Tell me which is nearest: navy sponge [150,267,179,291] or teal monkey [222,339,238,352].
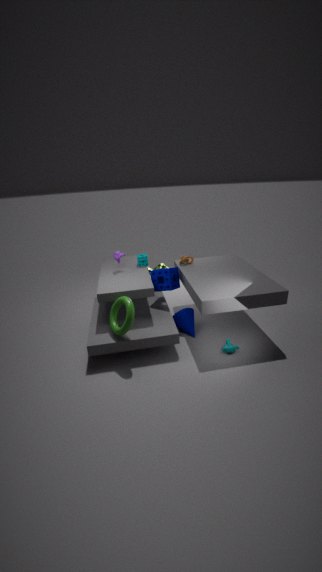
teal monkey [222,339,238,352]
